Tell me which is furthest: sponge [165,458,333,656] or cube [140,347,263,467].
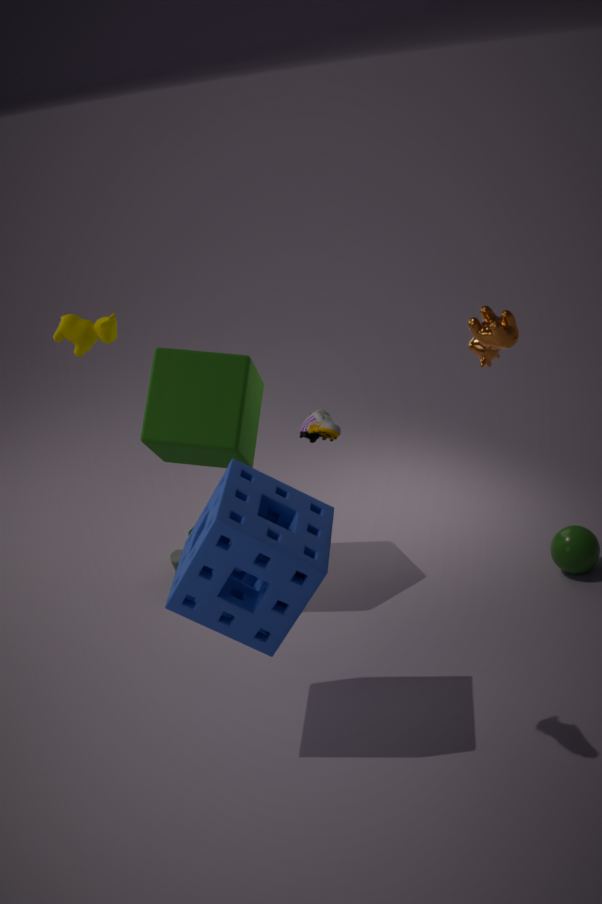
cube [140,347,263,467]
